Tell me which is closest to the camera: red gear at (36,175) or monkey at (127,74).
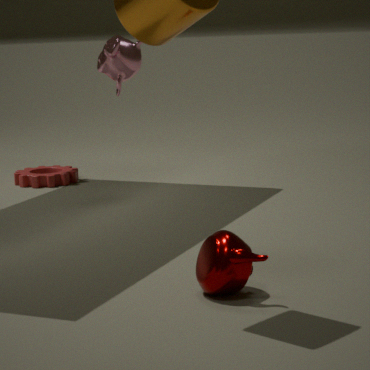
monkey at (127,74)
